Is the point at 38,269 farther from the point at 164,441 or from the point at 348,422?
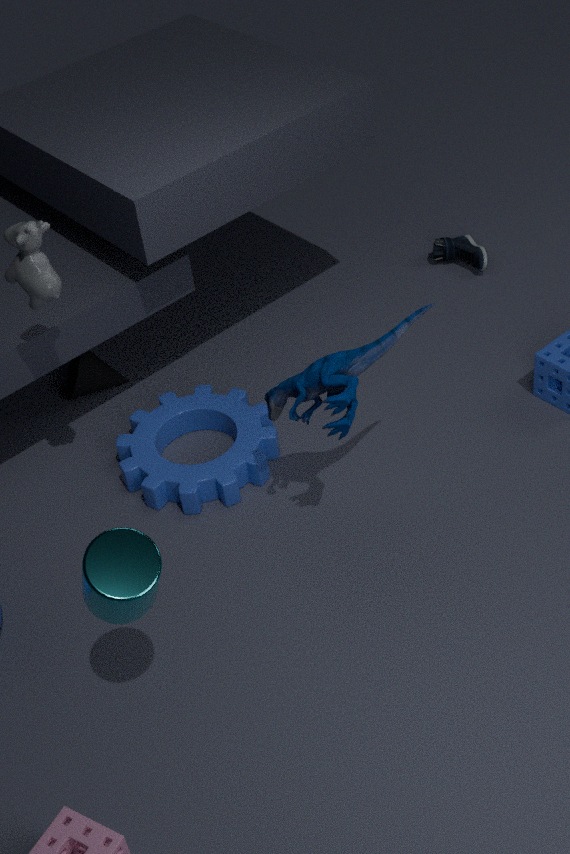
the point at 164,441
